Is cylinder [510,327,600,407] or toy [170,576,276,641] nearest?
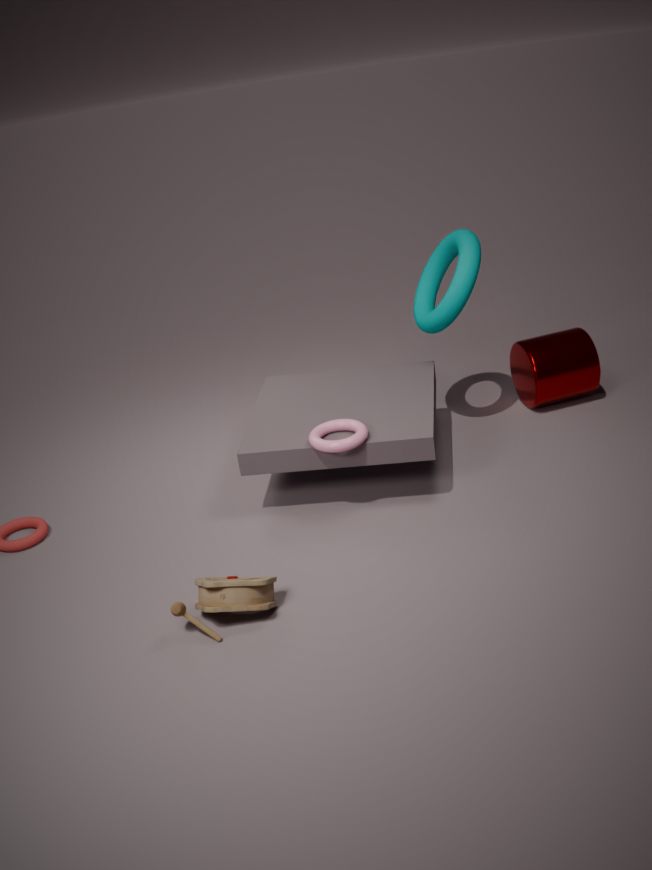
toy [170,576,276,641]
